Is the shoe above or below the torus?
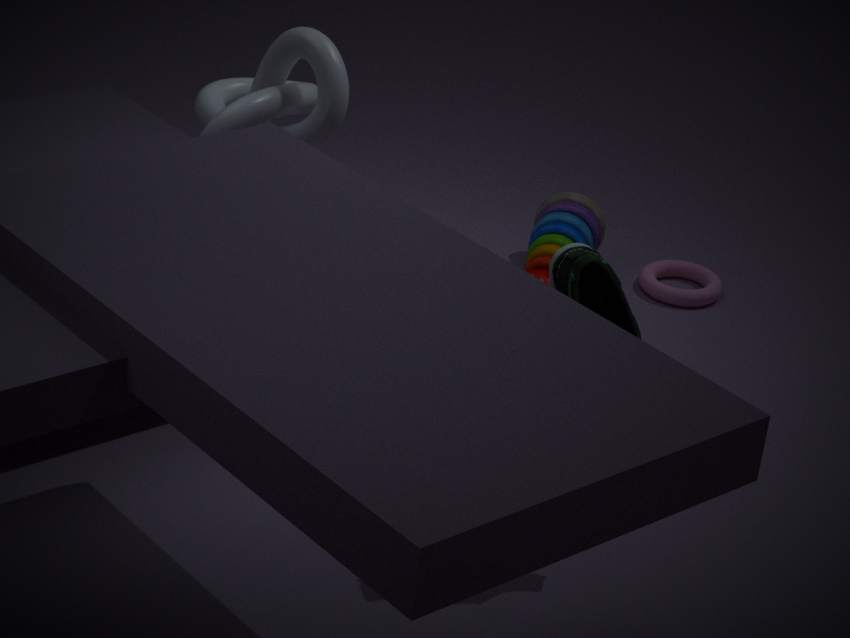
above
